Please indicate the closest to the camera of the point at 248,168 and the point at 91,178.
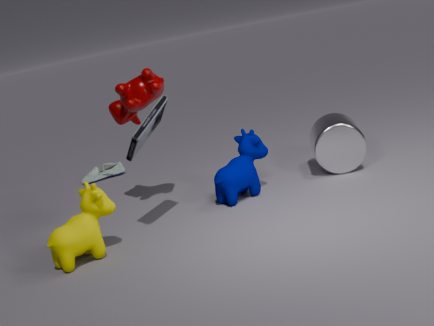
the point at 248,168
